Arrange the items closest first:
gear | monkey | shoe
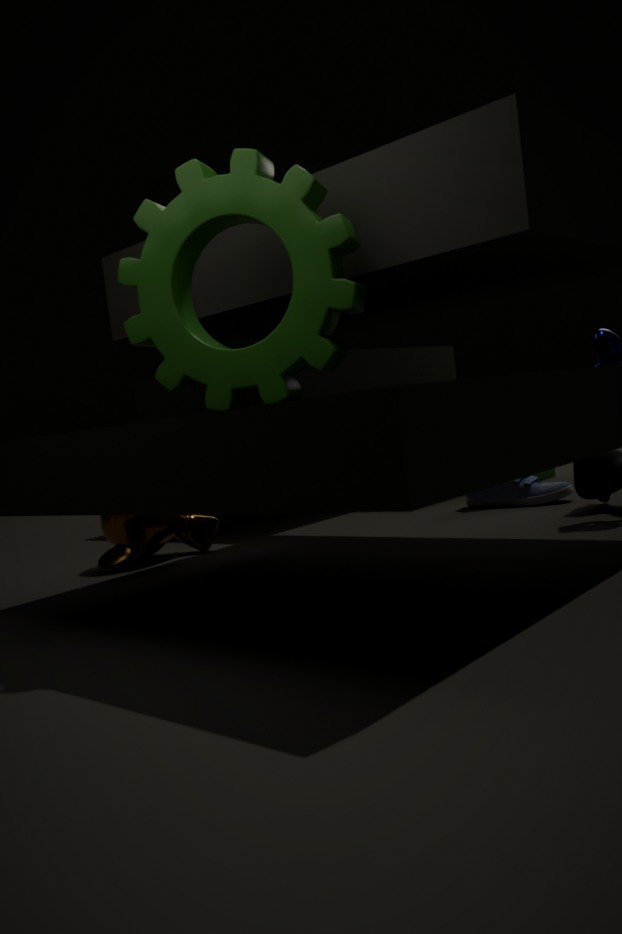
gear → monkey → shoe
